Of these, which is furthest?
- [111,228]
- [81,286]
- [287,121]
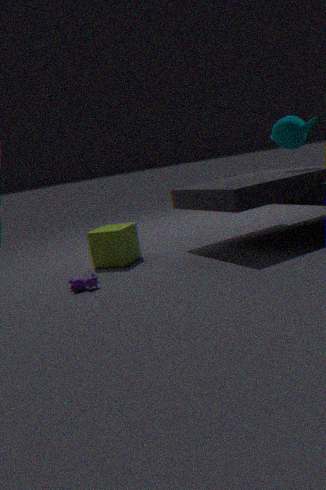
[111,228]
